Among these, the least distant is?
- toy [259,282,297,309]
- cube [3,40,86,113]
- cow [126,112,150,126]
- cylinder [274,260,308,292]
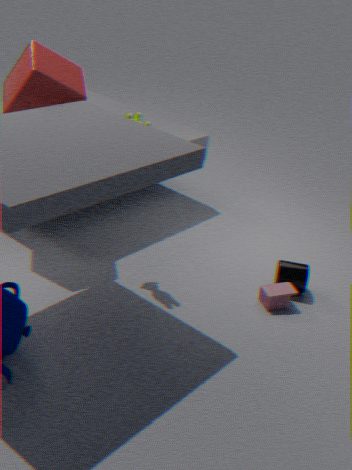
cow [126,112,150,126]
